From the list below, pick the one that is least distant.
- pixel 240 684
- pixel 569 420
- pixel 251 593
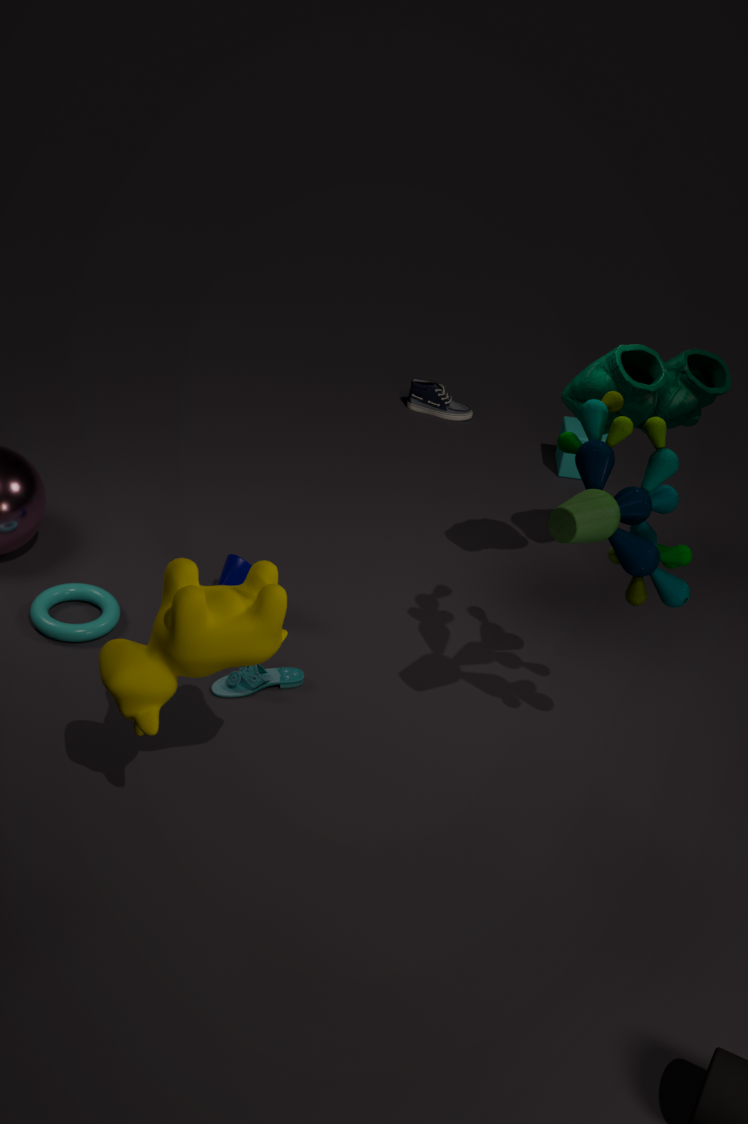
pixel 251 593
